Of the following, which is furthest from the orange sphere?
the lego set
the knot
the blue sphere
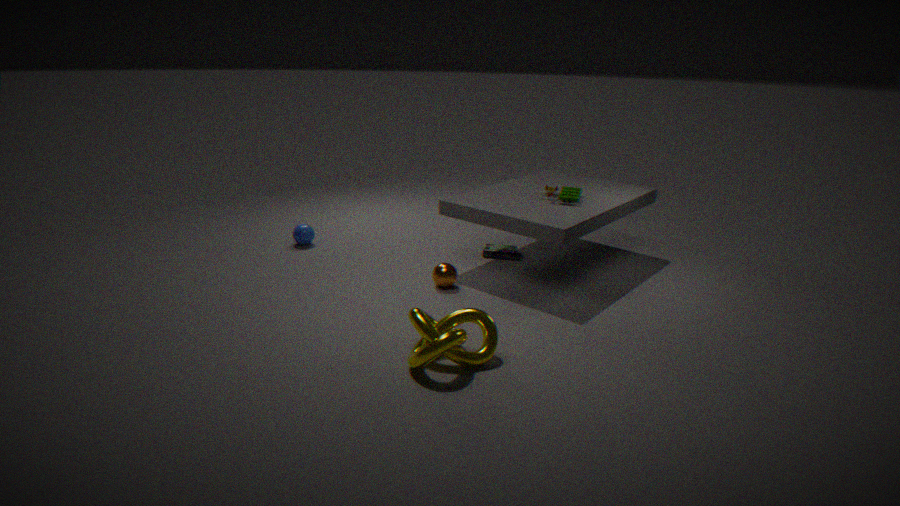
the blue sphere
